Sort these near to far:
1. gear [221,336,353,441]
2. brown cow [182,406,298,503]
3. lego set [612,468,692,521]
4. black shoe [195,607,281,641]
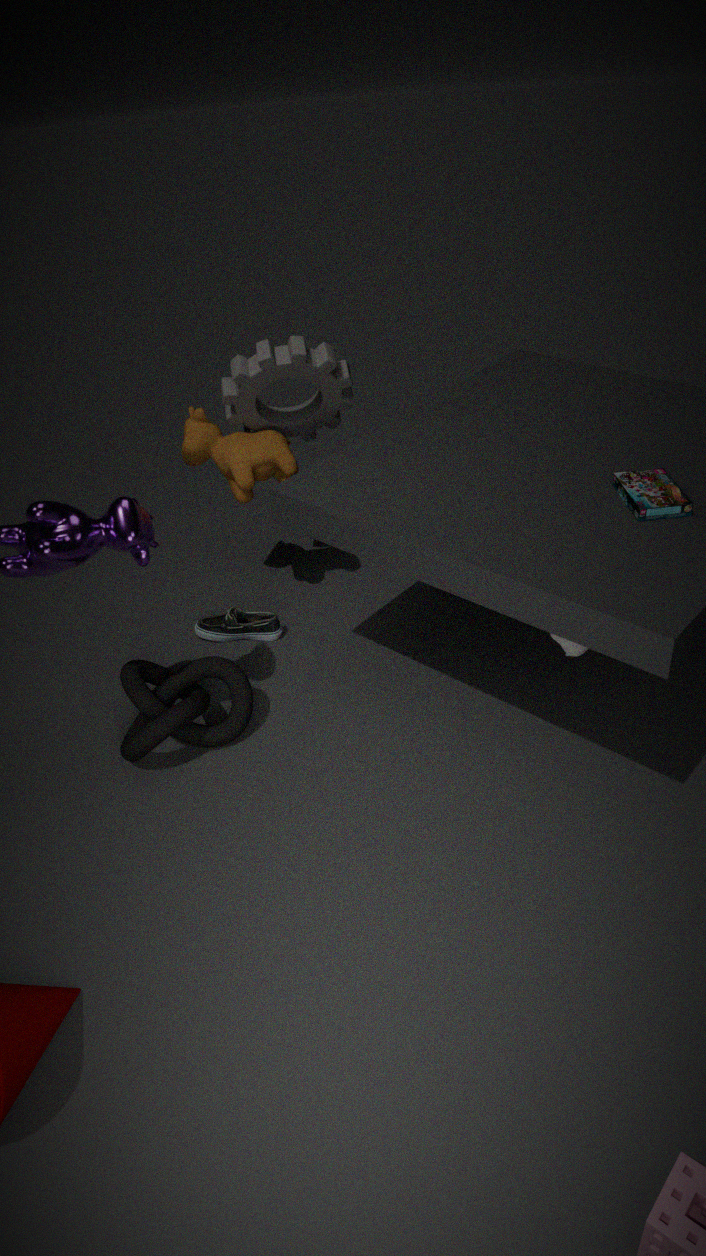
lego set [612,468,692,521]
gear [221,336,353,441]
brown cow [182,406,298,503]
black shoe [195,607,281,641]
